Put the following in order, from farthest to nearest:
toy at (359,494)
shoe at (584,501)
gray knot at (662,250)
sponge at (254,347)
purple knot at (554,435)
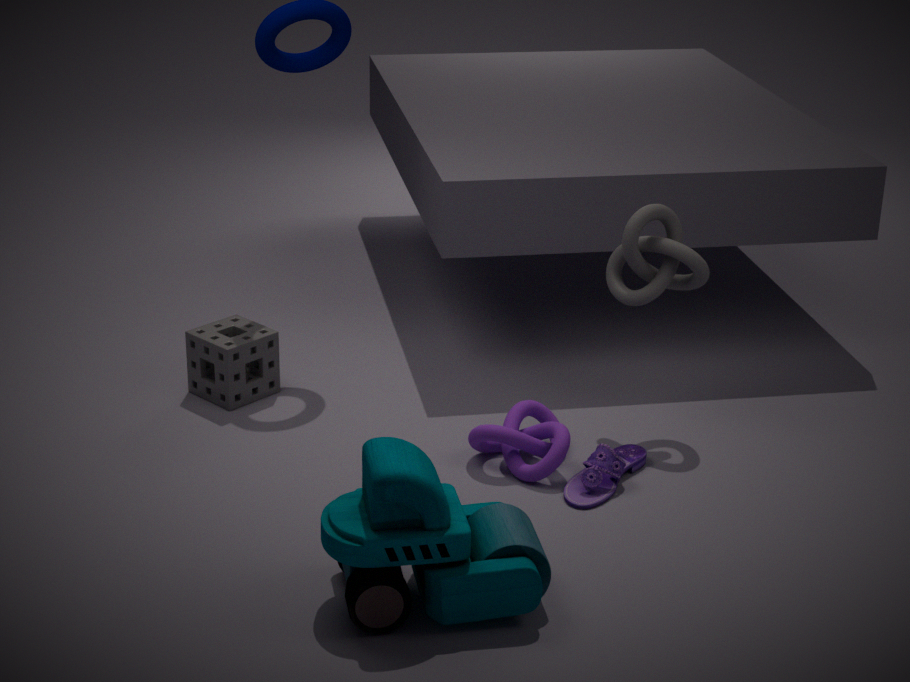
sponge at (254,347) < gray knot at (662,250) < purple knot at (554,435) < shoe at (584,501) < toy at (359,494)
